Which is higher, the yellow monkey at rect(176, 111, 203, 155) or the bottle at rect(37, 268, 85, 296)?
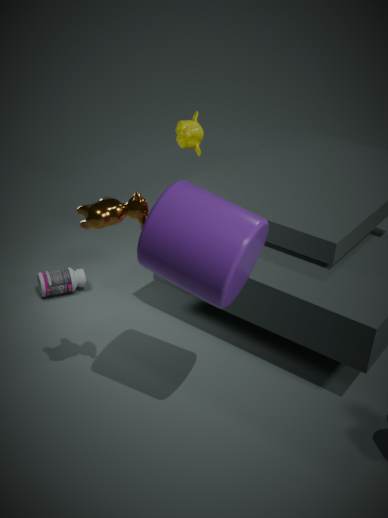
the yellow monkey at rect(176, 111, 203, 155)
